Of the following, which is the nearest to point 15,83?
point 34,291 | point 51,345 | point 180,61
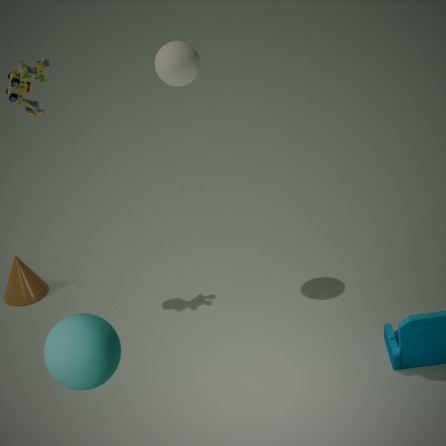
point 180,61
